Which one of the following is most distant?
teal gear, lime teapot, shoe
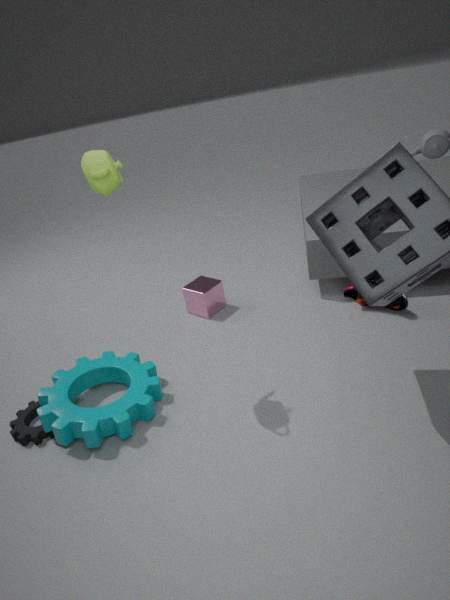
shoe
